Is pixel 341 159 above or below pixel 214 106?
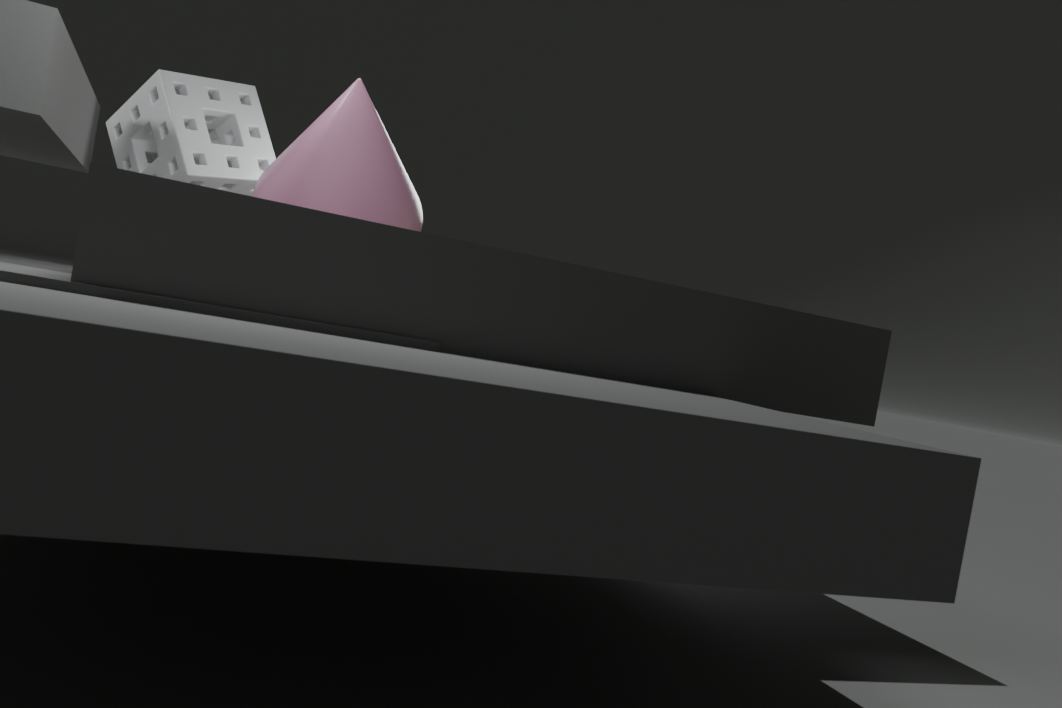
below
